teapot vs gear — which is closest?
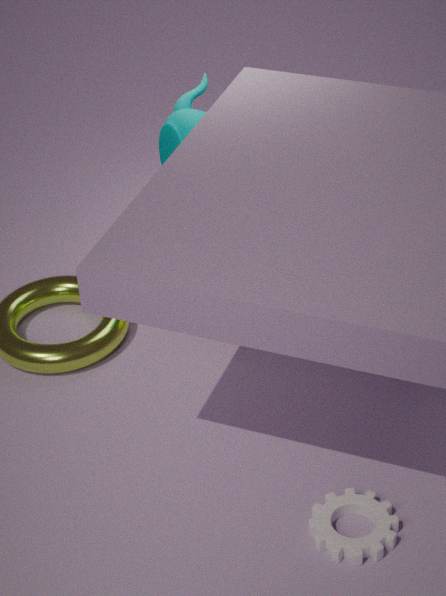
gear
